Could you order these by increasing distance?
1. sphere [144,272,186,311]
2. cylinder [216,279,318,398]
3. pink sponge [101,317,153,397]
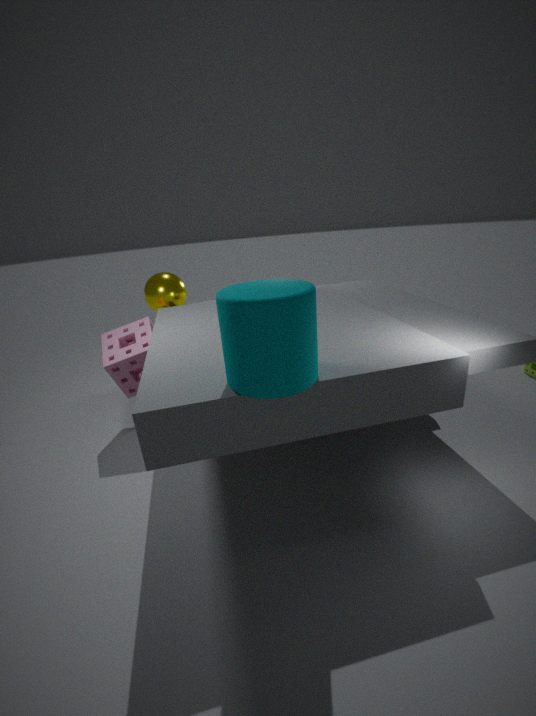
cylinder [216,279,318,398], pink sponge [101,317,153,397], sphere [144,272,186,311]
